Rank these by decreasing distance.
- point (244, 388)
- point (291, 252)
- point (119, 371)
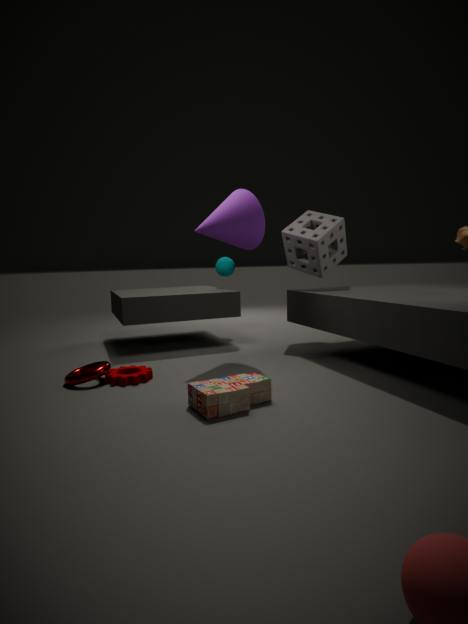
point (291, 252), point (119, 371), point (244, 388)
